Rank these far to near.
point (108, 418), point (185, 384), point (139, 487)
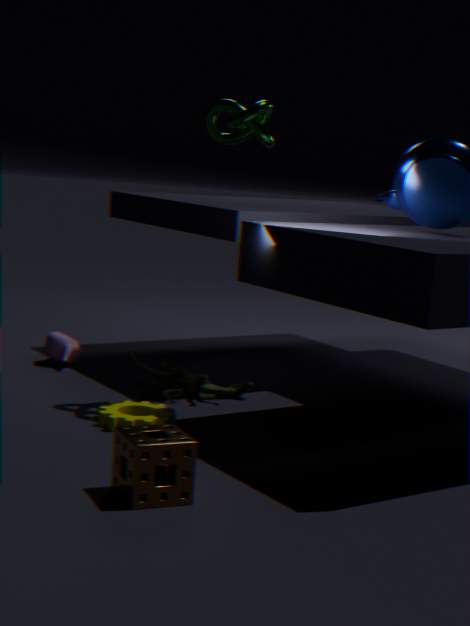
point (185, 384) → point (108, 418) → point (139, 487)
